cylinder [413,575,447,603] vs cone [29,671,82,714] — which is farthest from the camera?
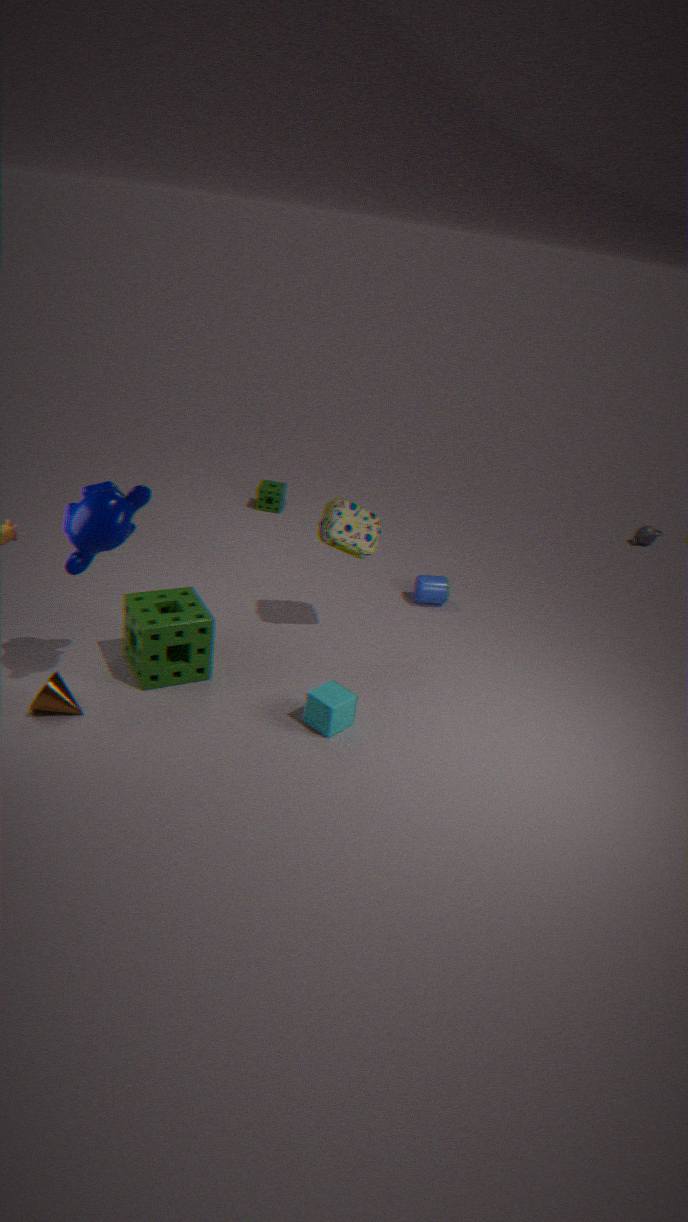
cylinder [413,575,447,603]
